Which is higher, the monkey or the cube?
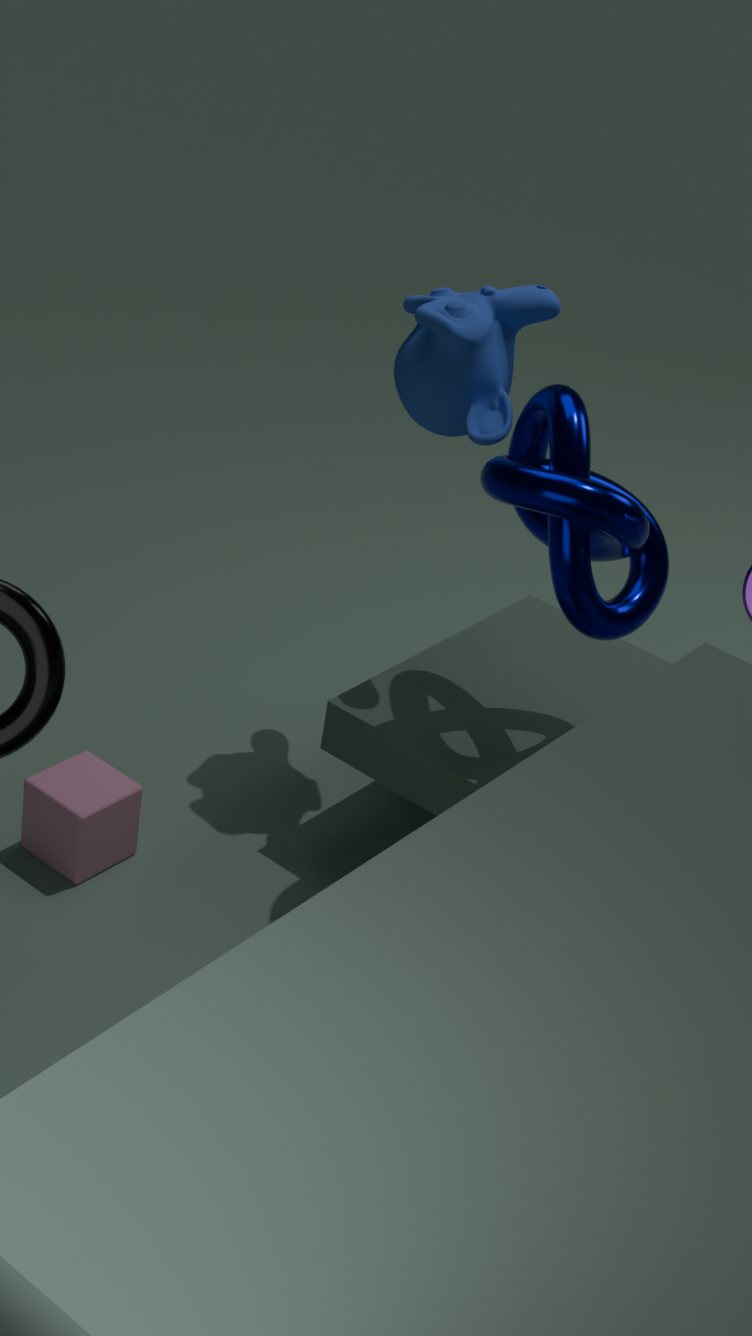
the monkey
